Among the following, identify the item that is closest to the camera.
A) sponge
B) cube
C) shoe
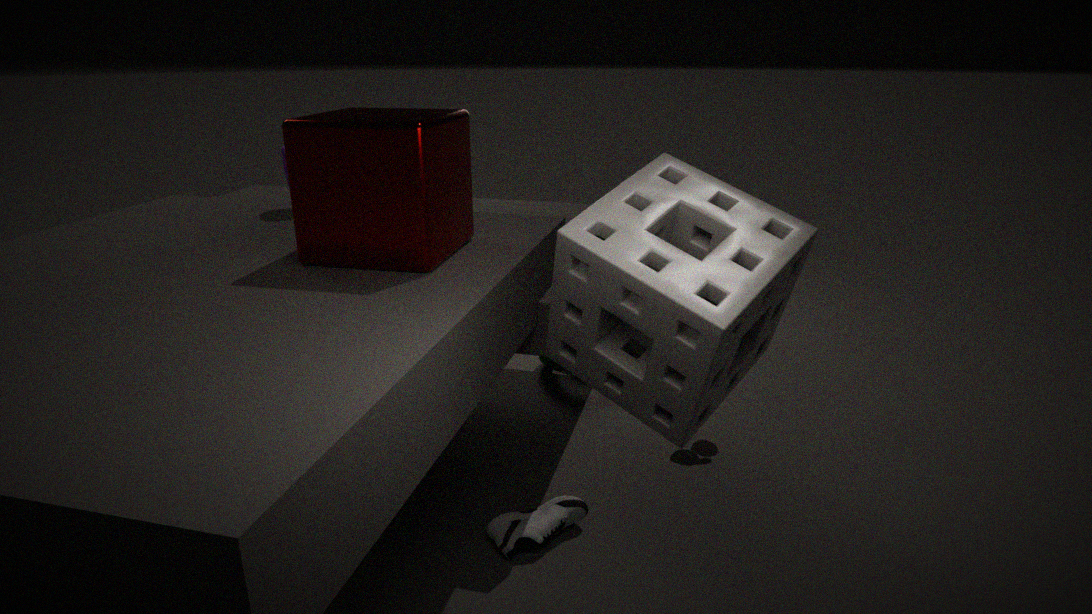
sponge
